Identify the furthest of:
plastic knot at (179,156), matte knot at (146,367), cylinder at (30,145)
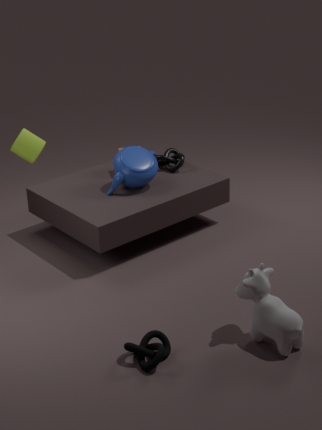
plastic knot at (179,156)
